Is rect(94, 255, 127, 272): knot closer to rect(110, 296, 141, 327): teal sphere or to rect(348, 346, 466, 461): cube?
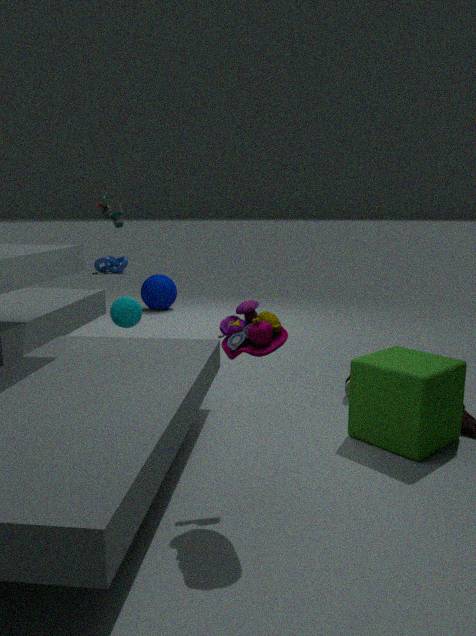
rect(110, 296, 141, 327): teal sphere
